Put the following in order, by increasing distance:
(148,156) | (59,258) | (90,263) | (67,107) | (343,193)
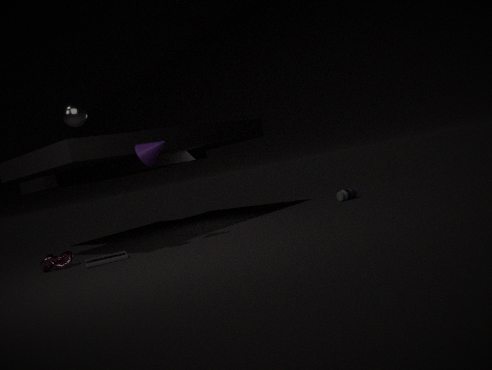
(67,107)
(90,263)
(148,156)
(59,258)
(343,193)
